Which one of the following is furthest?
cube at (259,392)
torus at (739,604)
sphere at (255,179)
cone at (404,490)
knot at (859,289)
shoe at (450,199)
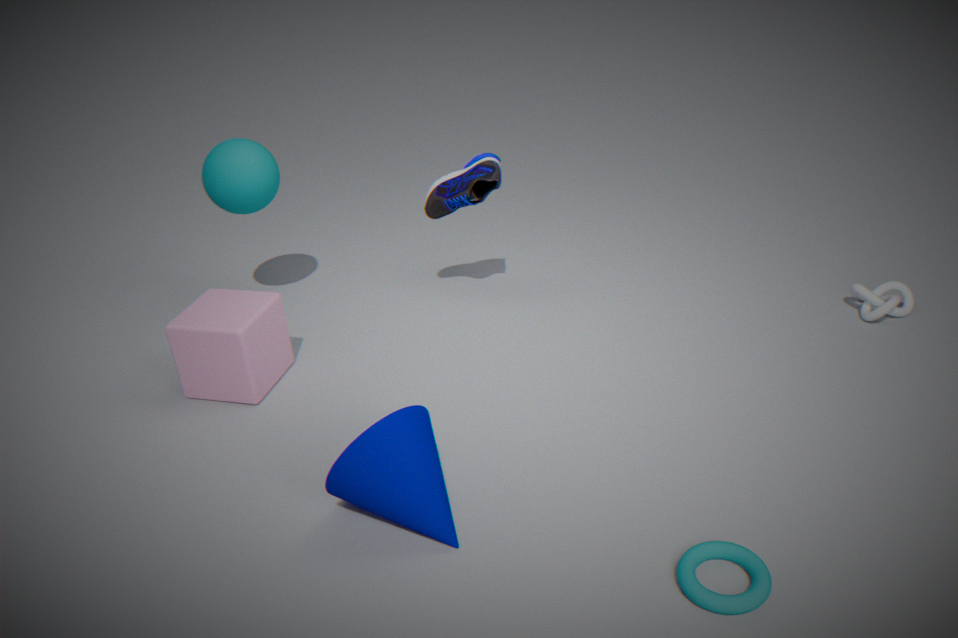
sphere at (255,179)
